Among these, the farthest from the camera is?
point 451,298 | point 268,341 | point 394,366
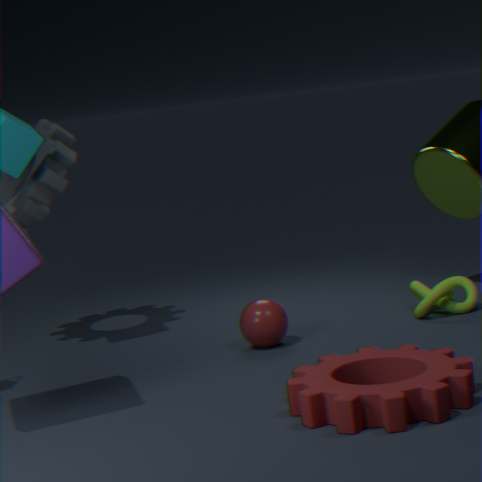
point 451,298
